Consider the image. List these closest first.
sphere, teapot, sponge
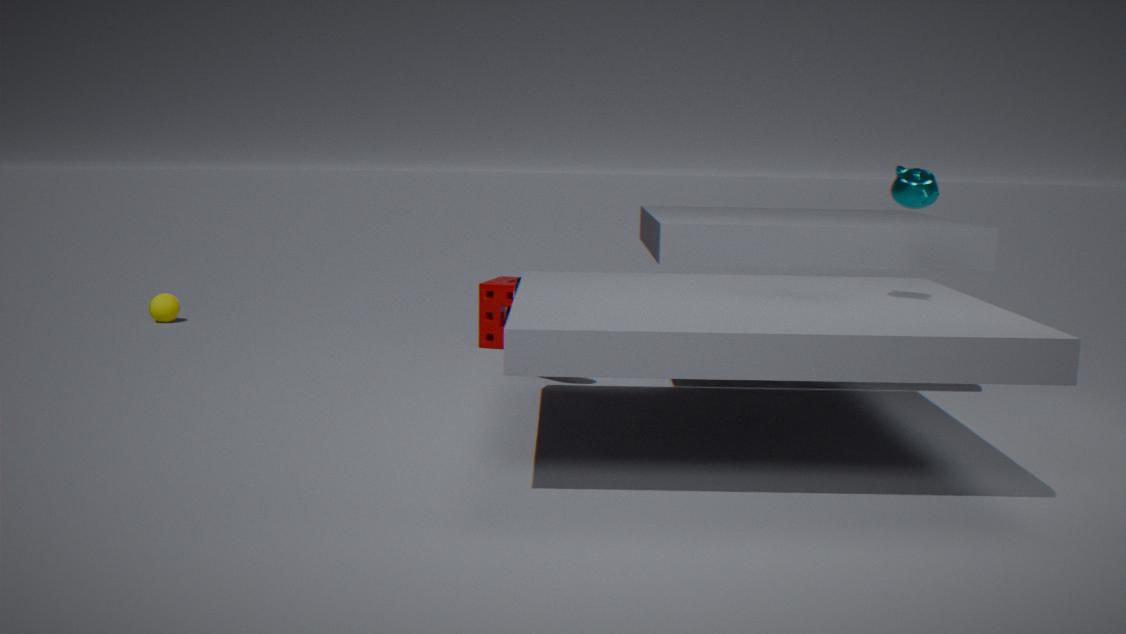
teapot
sponge
sphere
